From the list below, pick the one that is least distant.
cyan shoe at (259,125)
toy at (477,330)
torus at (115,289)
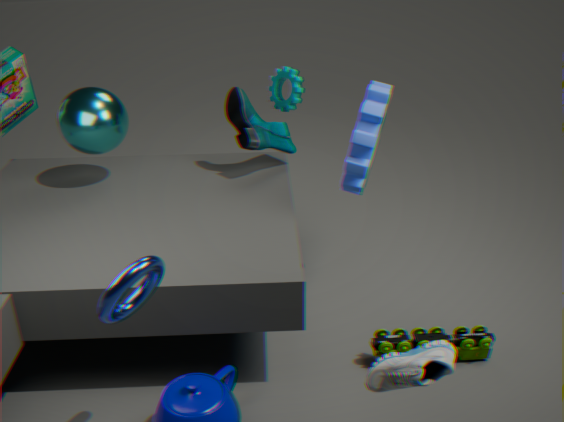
torus at (115,289)
